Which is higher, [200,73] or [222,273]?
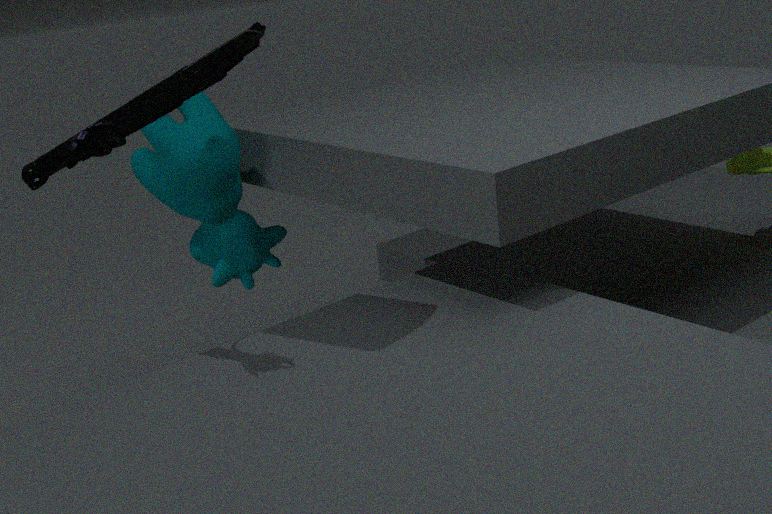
[200,73]
